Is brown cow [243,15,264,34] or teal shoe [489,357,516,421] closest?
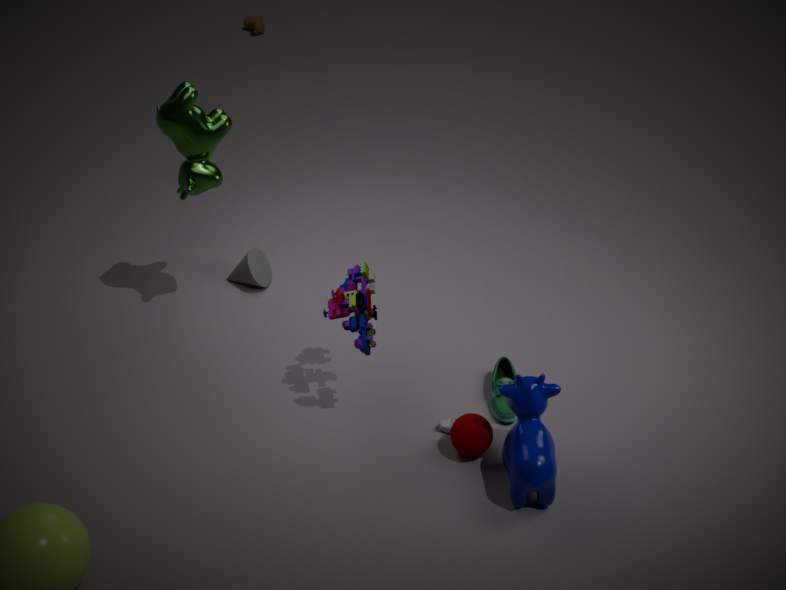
teal shoe [489,357,516,421]
